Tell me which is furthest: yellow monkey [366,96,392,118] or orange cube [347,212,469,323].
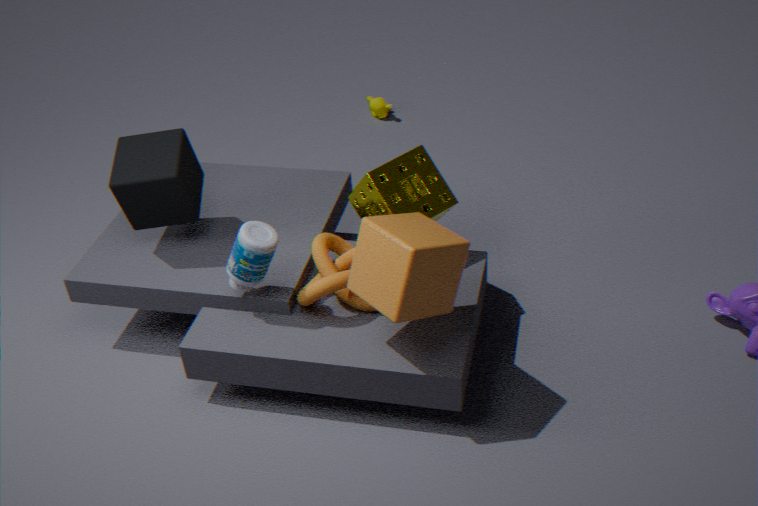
yellow monkey [366,96,392,118]
